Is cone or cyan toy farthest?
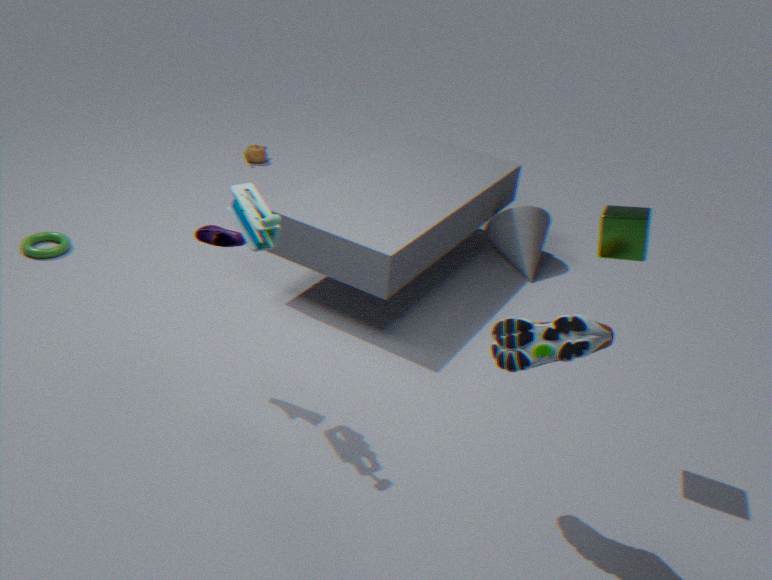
cone
